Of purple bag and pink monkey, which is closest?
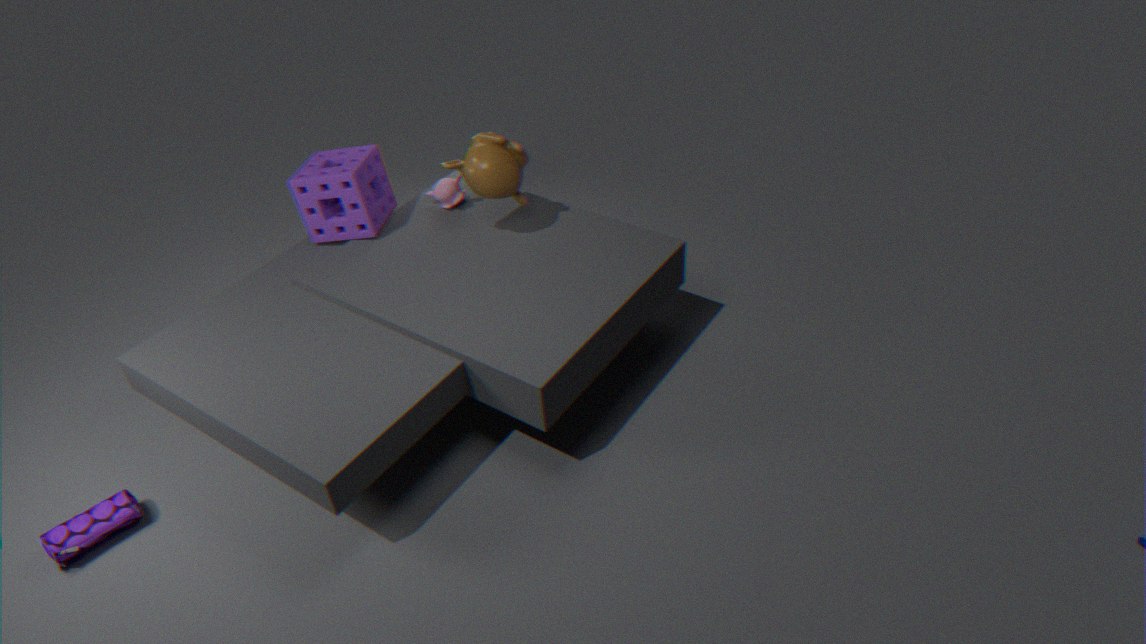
purple bag
